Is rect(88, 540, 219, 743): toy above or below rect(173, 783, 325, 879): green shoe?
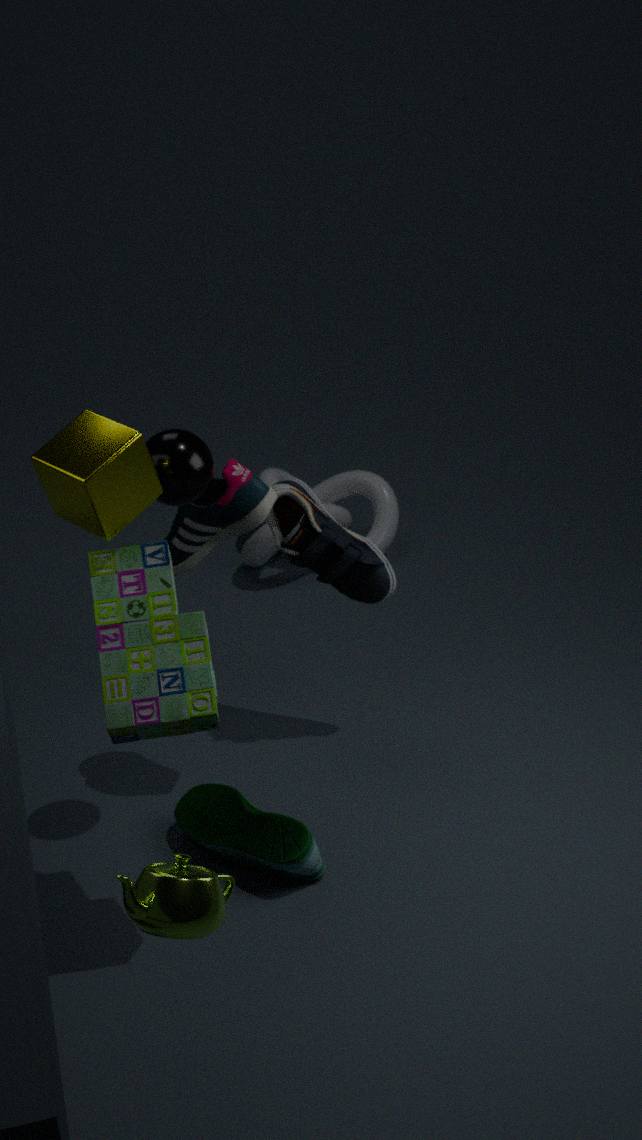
above
